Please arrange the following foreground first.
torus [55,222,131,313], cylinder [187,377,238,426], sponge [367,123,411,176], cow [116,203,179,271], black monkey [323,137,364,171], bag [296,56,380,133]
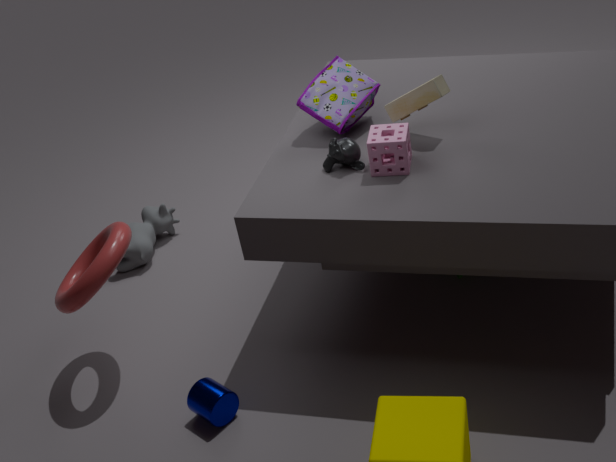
sponge [367,123,411,176]
cylinder [187,377,238,426]
torus [55,222,131,313]
black monkey [323,137,364,171]
bag [296,56,380,133]
cow [116,203,179,271]
